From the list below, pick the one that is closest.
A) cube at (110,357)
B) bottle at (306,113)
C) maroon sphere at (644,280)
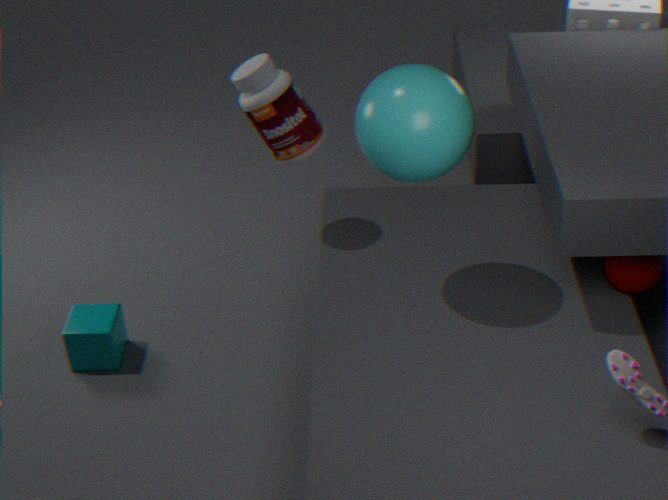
maroon sphere at (644,280)
